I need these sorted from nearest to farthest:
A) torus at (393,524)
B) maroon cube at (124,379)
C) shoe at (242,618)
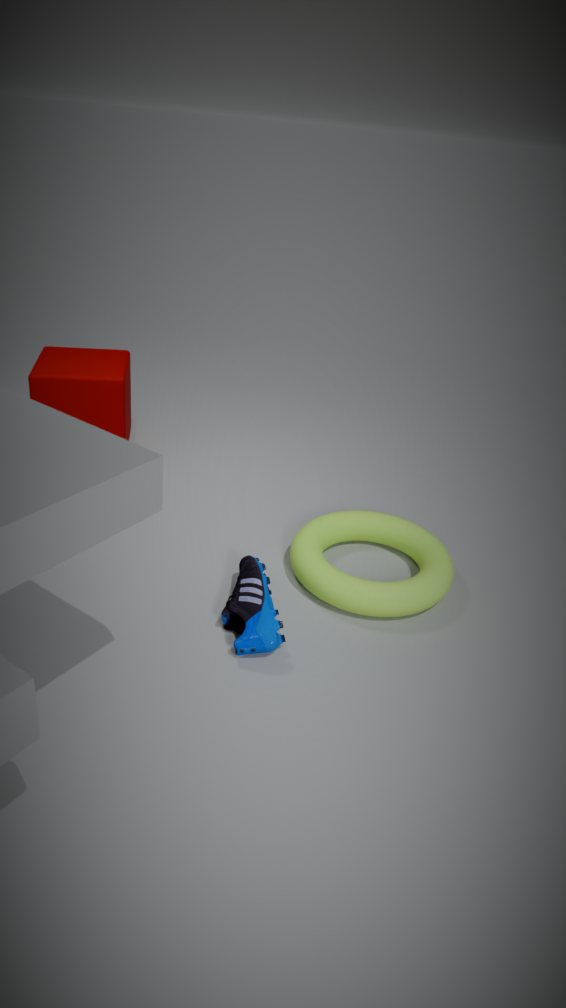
shoe at (242,618) < torus at (393,524) < maroon cube at (124,379)
